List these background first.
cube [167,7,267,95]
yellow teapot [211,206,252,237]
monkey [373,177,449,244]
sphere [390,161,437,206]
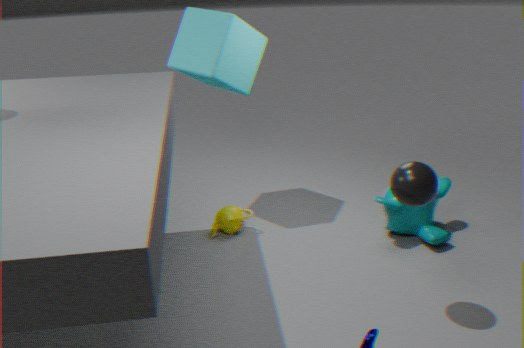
yellow teapot [211,206,252,237] < cube [167,7,267,95] < monkey [373,177,449,244] < sphere [390,161,437,206]
